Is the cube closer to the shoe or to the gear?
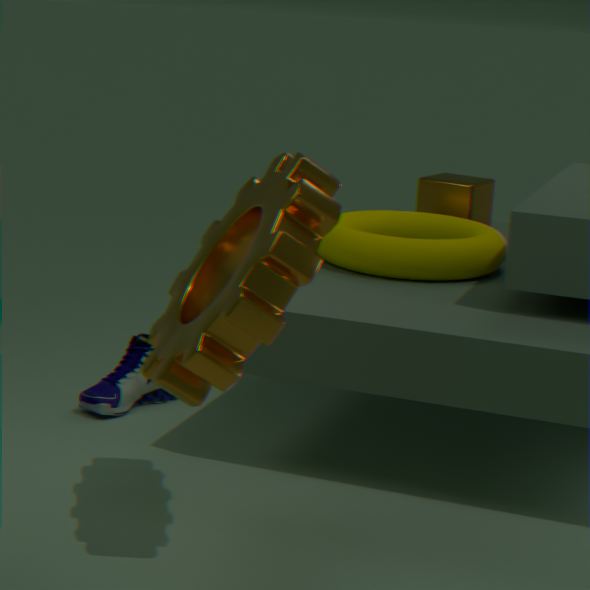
the shoe
